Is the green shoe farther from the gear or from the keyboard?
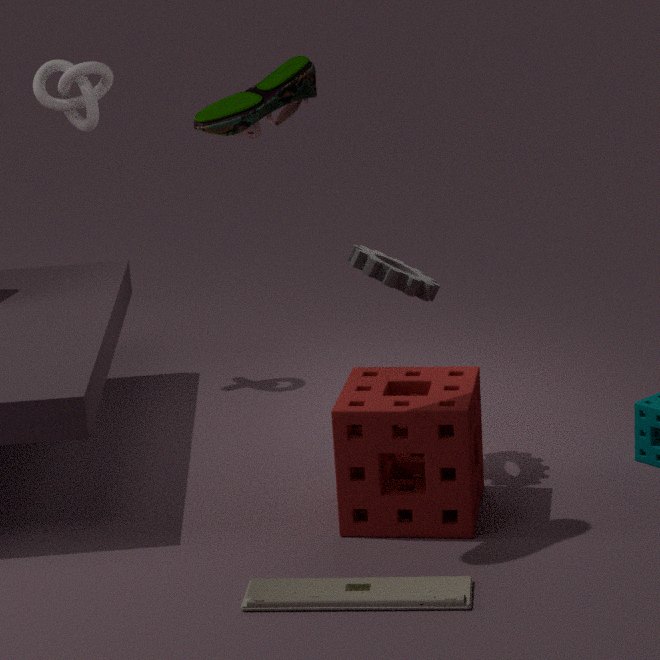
the keyboard
